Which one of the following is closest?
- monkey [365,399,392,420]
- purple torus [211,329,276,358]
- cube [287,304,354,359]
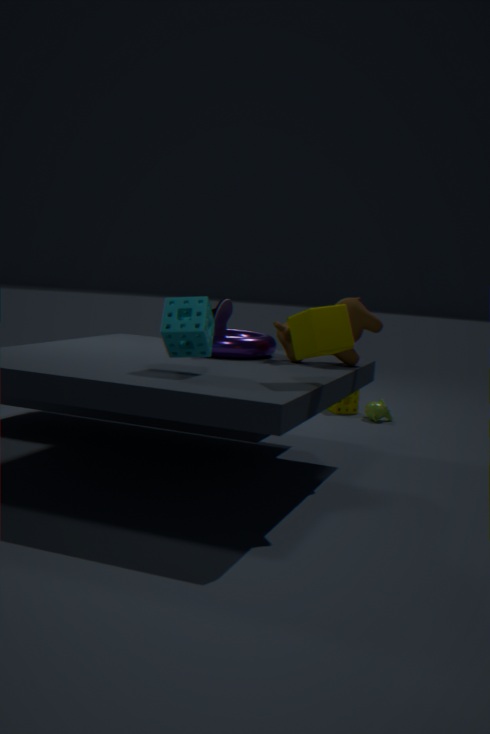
cube [287,304,354,359]
